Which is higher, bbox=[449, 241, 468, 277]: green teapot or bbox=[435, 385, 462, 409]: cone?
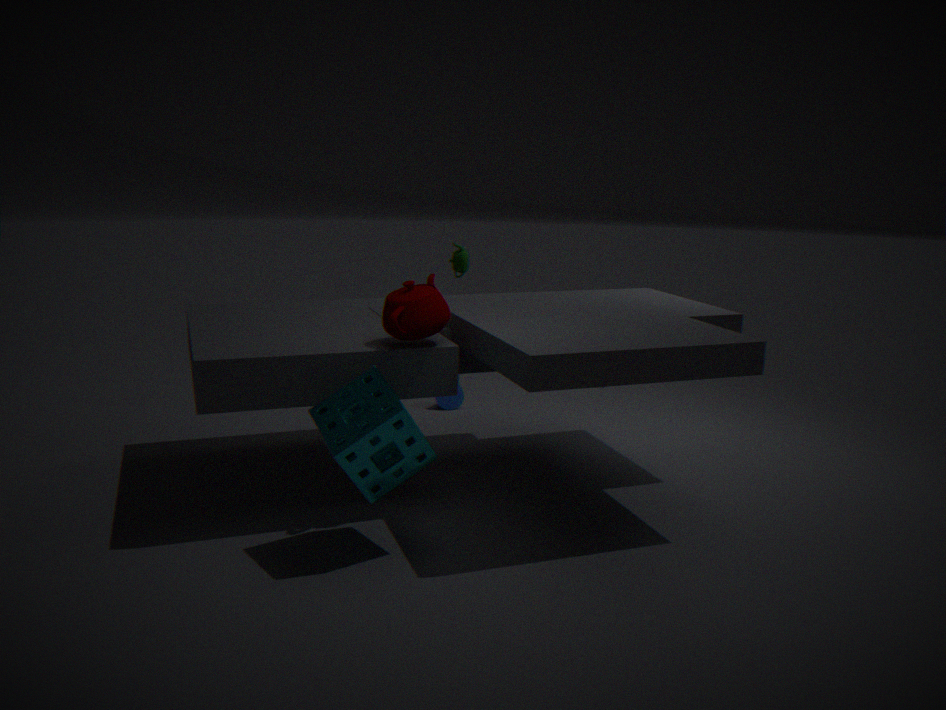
bbox=[449, 241, 468, 277]: green teapot
